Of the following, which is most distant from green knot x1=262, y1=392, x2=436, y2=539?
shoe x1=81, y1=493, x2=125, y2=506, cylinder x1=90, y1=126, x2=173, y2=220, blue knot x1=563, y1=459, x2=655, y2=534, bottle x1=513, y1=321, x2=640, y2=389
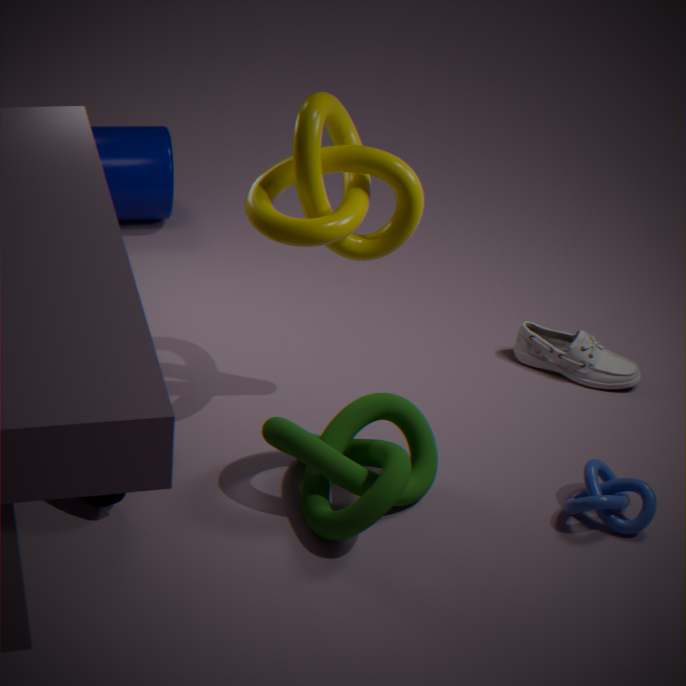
cylinder x1=90, y1=126, x2=173, y2=220
